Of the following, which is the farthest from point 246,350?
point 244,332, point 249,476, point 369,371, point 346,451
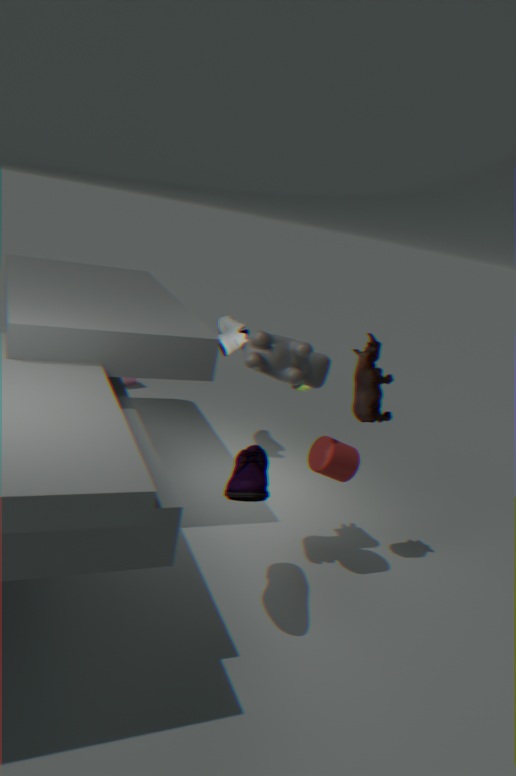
point 244,332
